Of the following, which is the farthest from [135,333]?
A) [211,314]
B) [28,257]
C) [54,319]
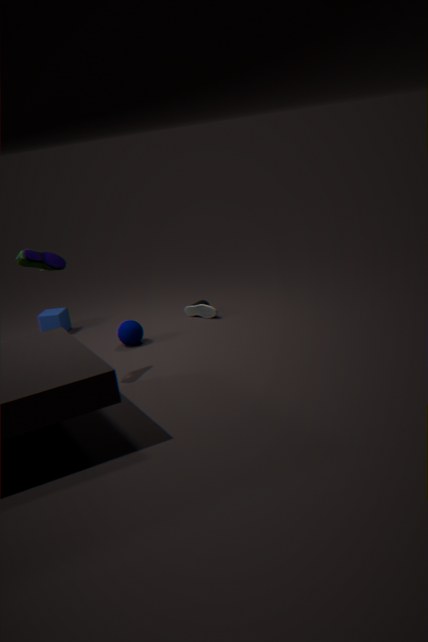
[28,257]
